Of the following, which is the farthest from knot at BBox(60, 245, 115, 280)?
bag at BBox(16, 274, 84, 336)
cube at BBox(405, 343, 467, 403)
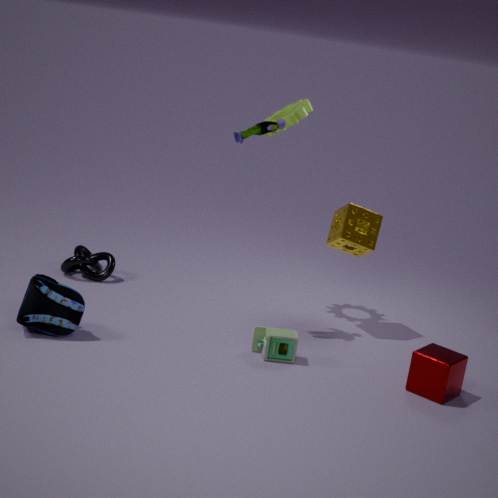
cube at BBox(405, 343, 467, 403)
